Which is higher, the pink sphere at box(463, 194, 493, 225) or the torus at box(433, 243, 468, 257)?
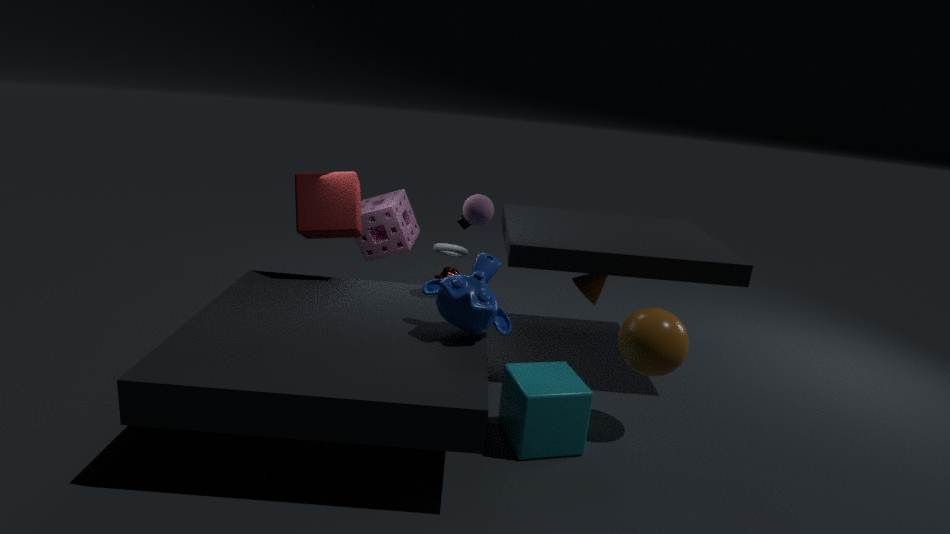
the pink sphere at box(463, 194, 493, 225)
